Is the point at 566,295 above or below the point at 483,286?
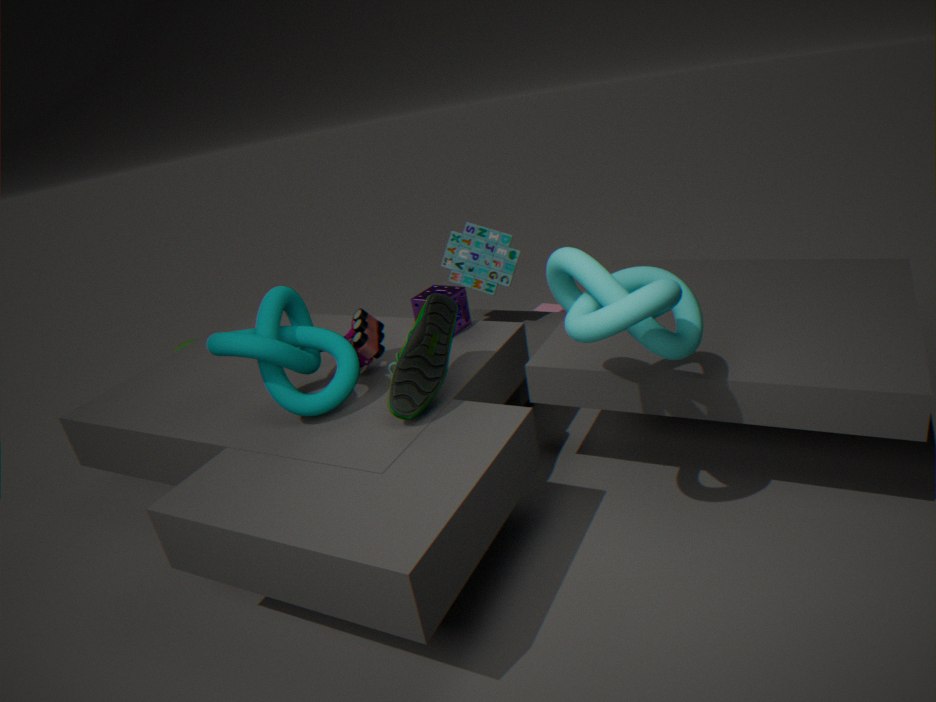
above
